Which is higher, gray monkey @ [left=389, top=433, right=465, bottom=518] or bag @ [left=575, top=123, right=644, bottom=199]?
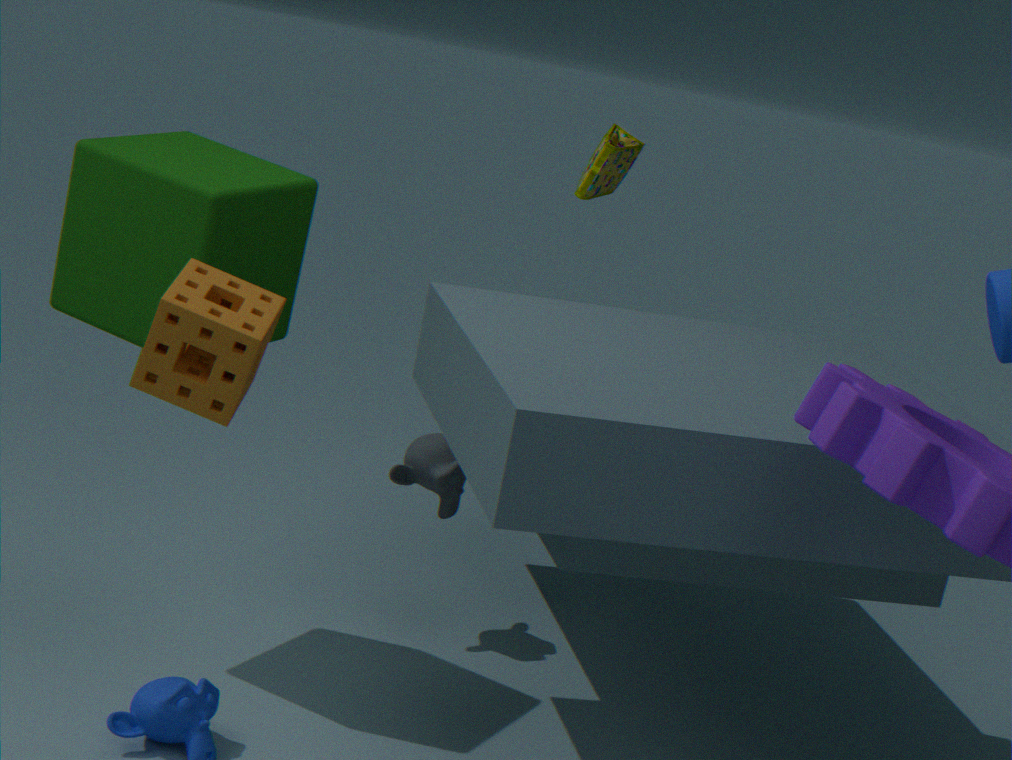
bag @ [left=575, top=123, right=644, bottom=199]
